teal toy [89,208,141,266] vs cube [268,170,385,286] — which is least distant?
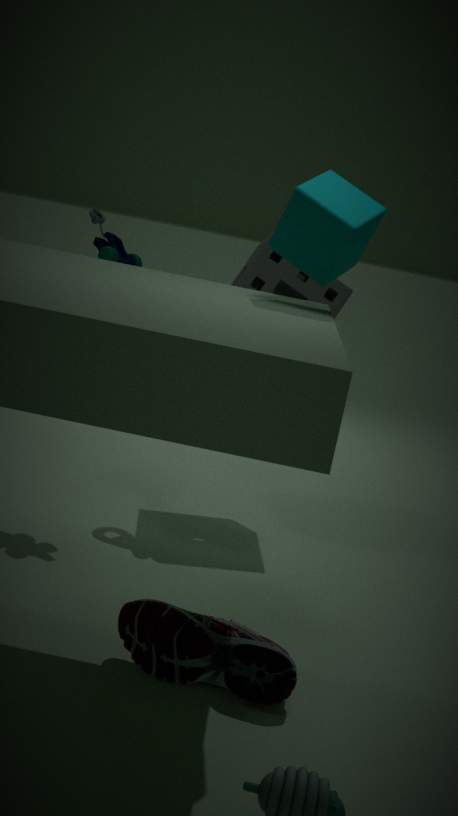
cube [268,170,385,286]
